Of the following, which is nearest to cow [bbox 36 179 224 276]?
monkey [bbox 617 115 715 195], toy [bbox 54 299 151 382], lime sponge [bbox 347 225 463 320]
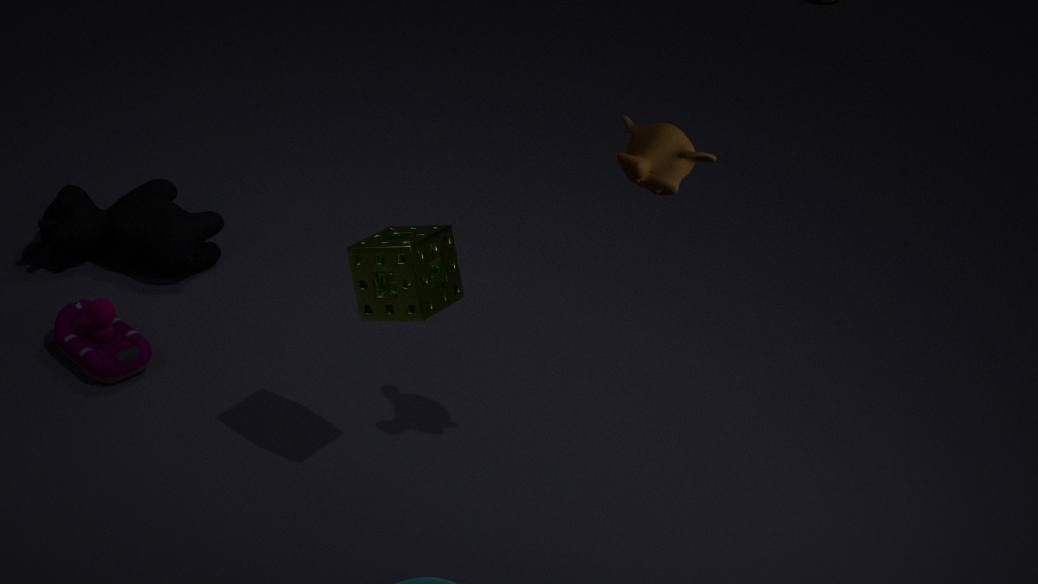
toy [bbox 54 299 151 382]
